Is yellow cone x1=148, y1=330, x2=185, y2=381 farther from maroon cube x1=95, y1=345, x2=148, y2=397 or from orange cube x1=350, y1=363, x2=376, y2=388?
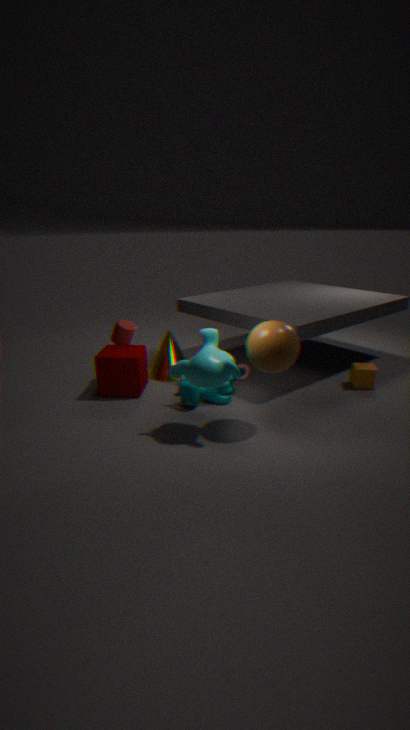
orange cube x1=350, y1=363, x2=376, y2=388
